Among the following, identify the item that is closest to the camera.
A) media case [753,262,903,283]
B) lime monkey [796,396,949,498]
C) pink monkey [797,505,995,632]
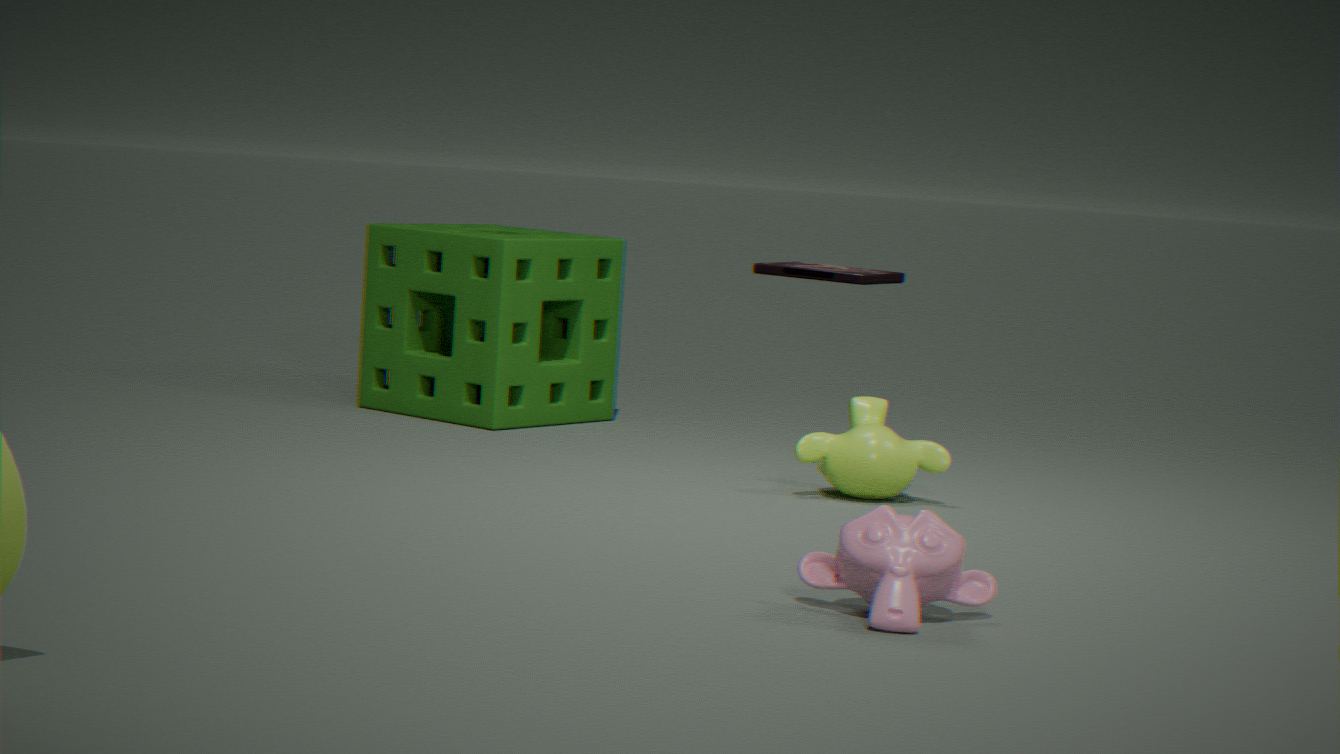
pink monkey [797,505,995,632]
